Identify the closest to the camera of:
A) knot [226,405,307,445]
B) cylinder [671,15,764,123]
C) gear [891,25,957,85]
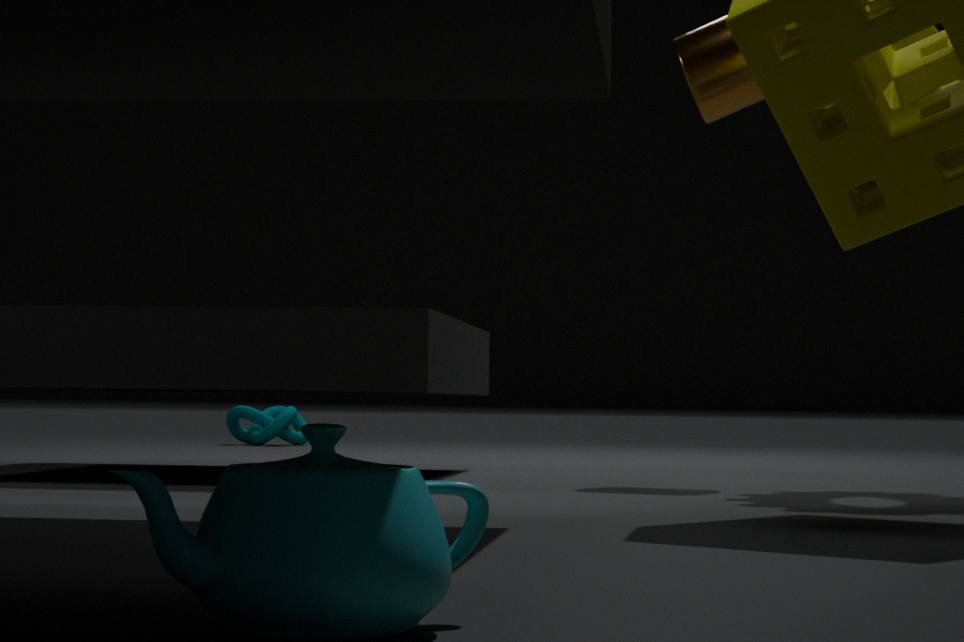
B. cylinder [671,15,764,123]
